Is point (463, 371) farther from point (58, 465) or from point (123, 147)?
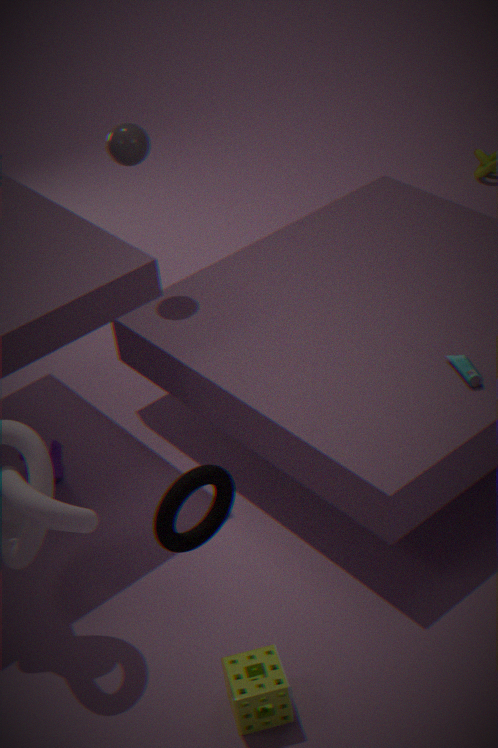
point (58, 465)
